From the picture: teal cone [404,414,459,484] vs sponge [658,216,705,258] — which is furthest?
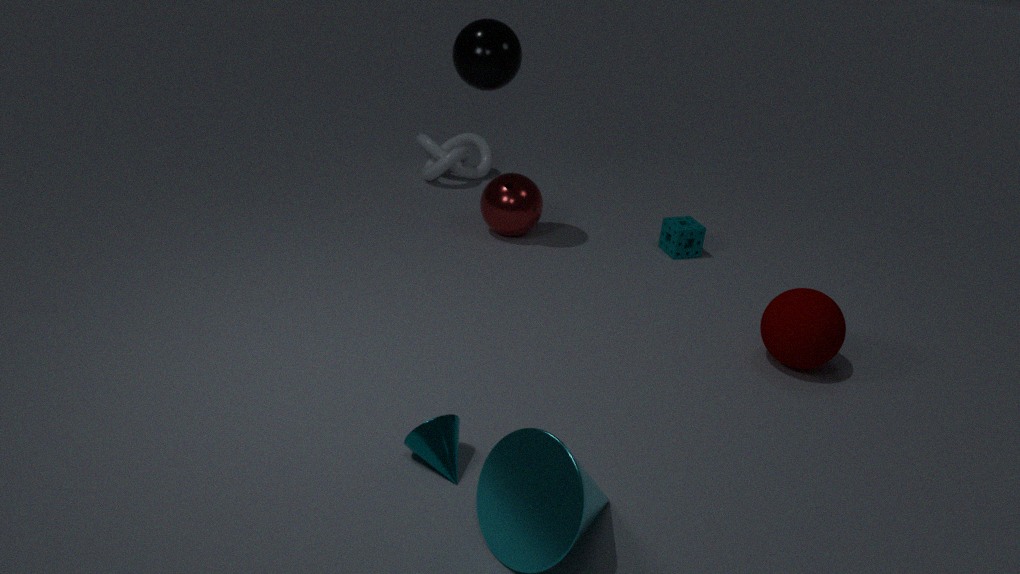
sponge [658,216,705,258]
